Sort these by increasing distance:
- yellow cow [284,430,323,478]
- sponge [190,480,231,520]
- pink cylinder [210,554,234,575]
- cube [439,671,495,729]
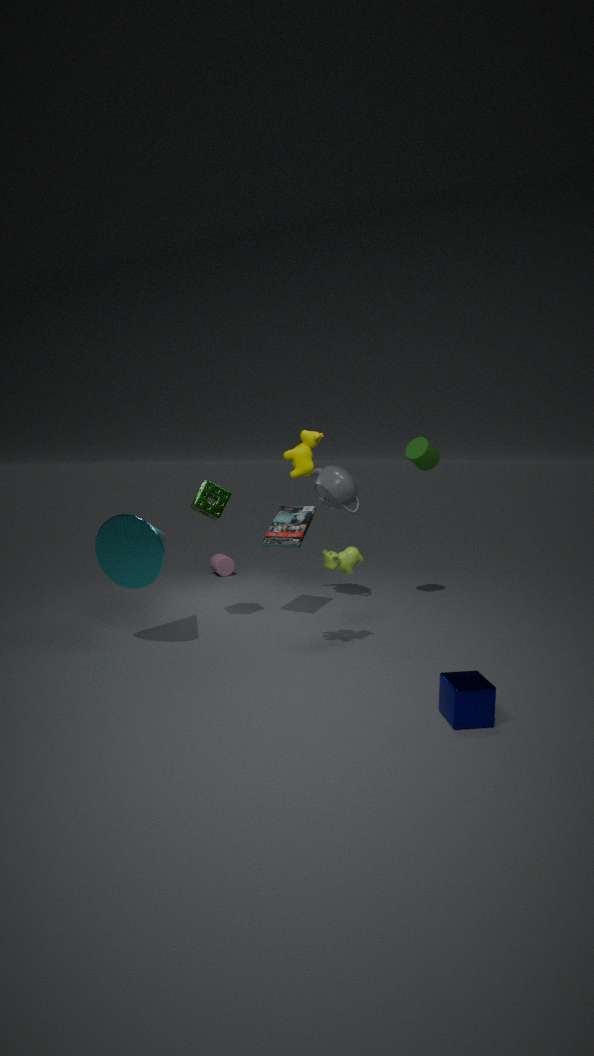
cube [439,671,495,729] → yellow cow [284,430,323,478] → sponge [190,480,231,520] → pink cylinder [210,554,234,575]
